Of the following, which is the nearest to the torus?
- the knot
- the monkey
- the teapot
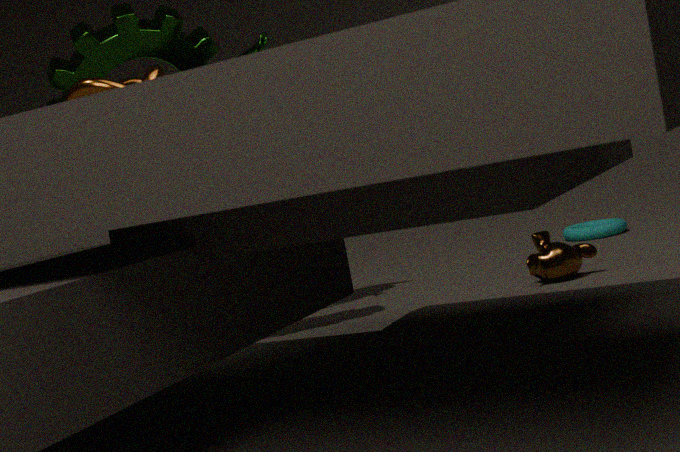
the monkey
